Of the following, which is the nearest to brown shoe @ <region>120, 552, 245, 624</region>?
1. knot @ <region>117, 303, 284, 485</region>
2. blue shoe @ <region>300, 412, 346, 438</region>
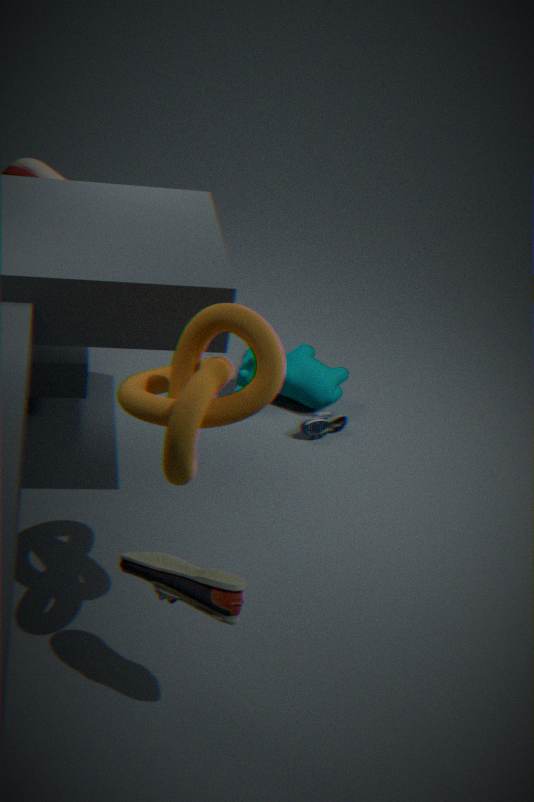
knot @ <region>117, 303, 284, 485</region>
